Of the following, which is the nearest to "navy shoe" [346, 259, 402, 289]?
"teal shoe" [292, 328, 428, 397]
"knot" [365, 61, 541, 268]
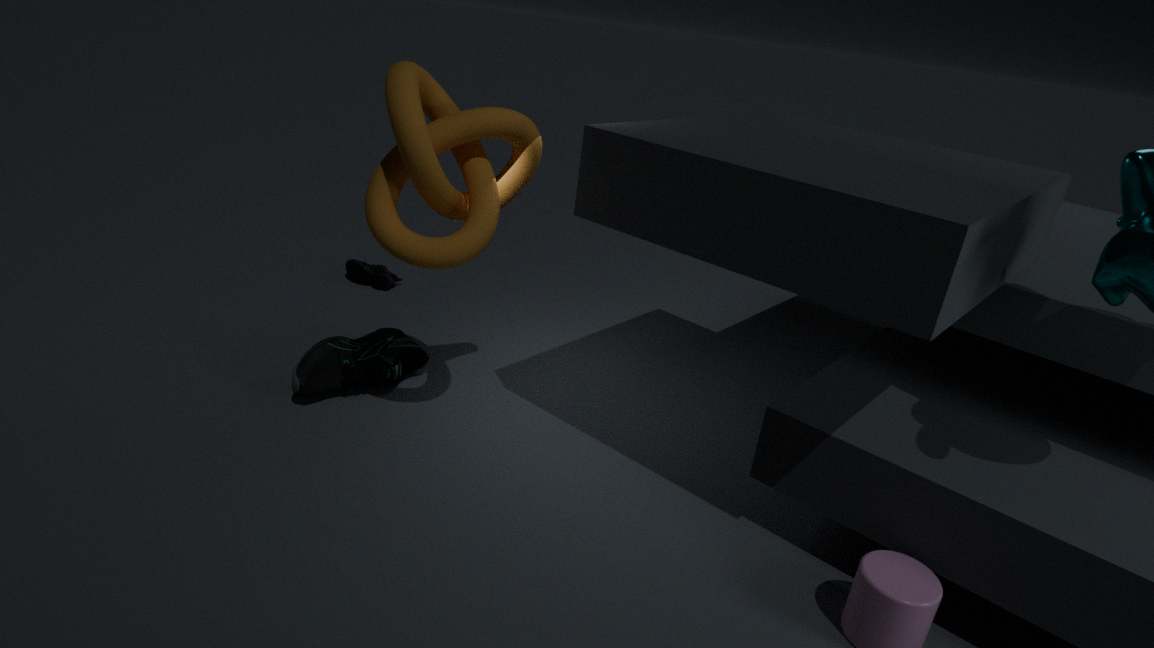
"teal shoe" [292, 328, 428, 397]
